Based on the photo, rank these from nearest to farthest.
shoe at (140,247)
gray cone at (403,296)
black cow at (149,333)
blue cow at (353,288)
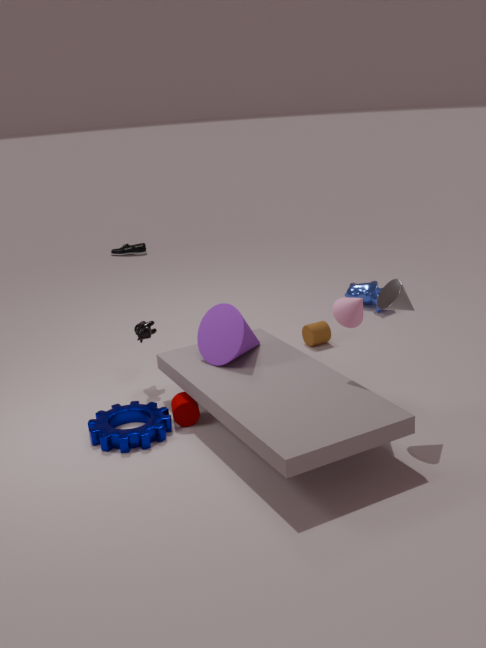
gray cone at (403,296), black cow at (149,333), blue cow at (353,288), shoe at (140,247)
